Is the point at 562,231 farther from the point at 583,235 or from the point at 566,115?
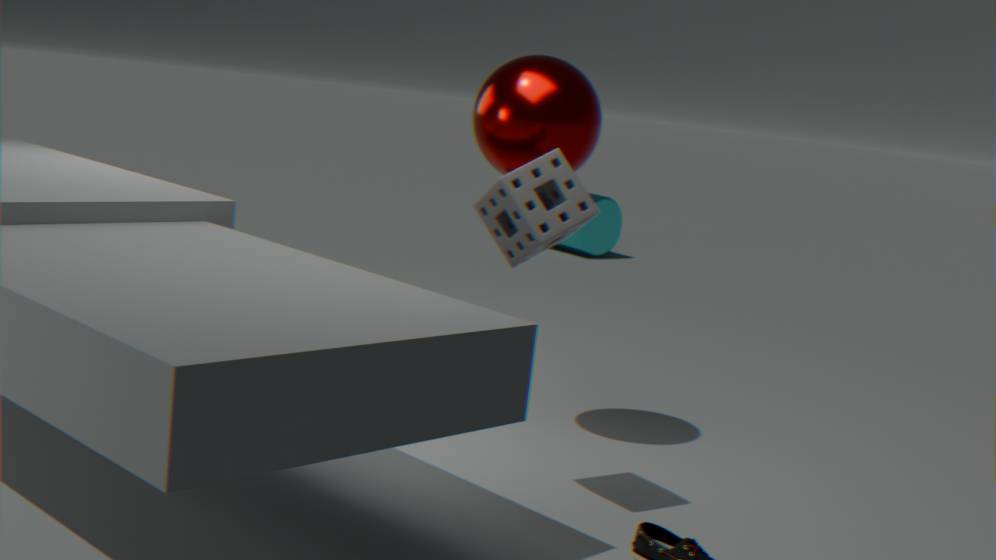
the point at 583,235
